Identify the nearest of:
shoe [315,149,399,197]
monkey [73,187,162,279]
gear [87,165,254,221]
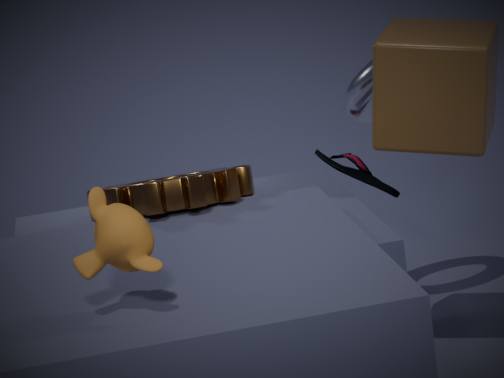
monkey [73,187,162,279]
